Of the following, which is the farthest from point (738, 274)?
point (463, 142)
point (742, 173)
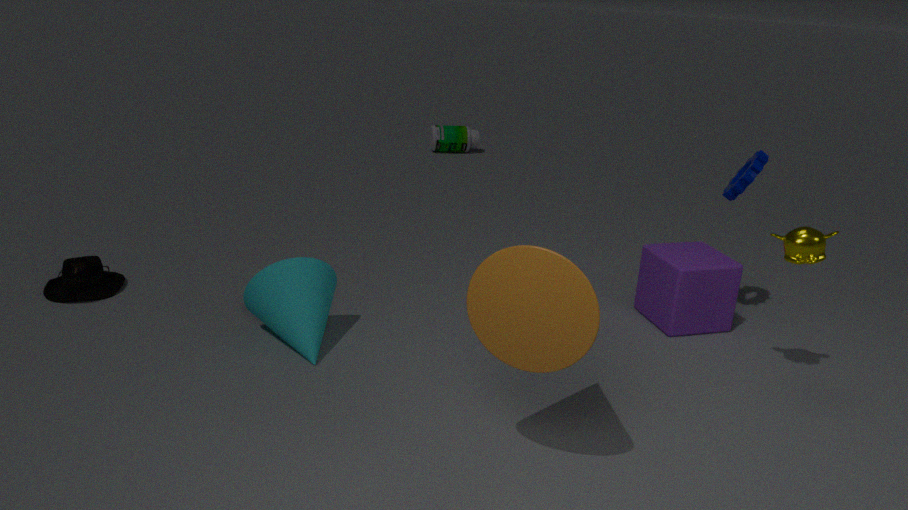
point (463, 142)
